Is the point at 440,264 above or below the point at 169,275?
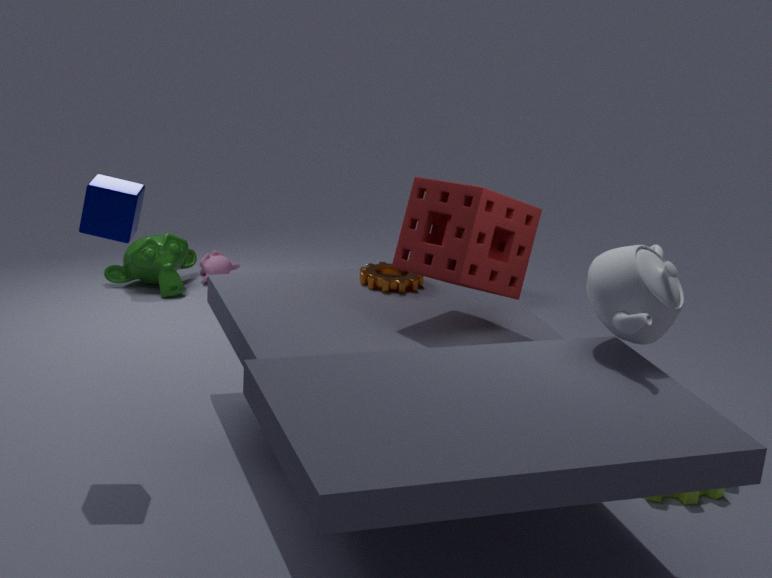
above
